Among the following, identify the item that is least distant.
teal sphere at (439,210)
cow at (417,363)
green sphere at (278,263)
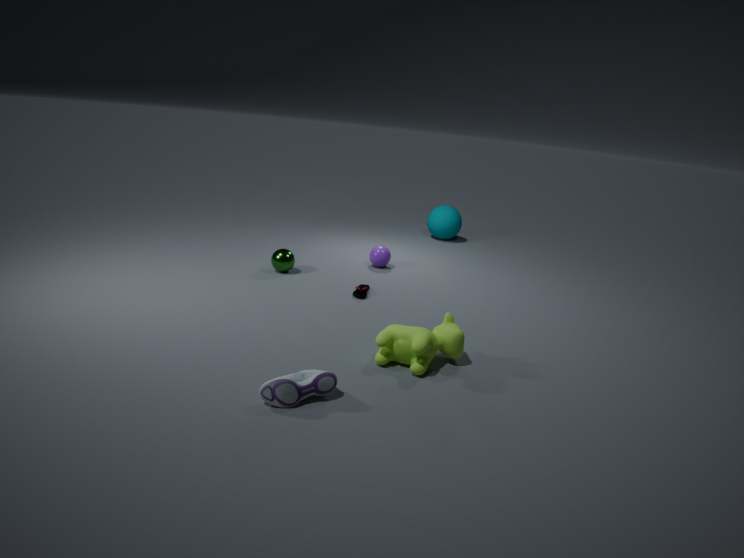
cow at (417,363)
